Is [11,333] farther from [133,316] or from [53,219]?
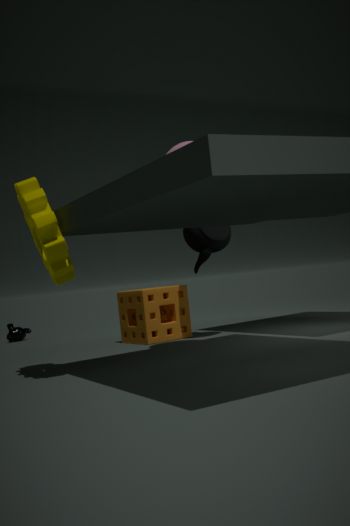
[53,219]
